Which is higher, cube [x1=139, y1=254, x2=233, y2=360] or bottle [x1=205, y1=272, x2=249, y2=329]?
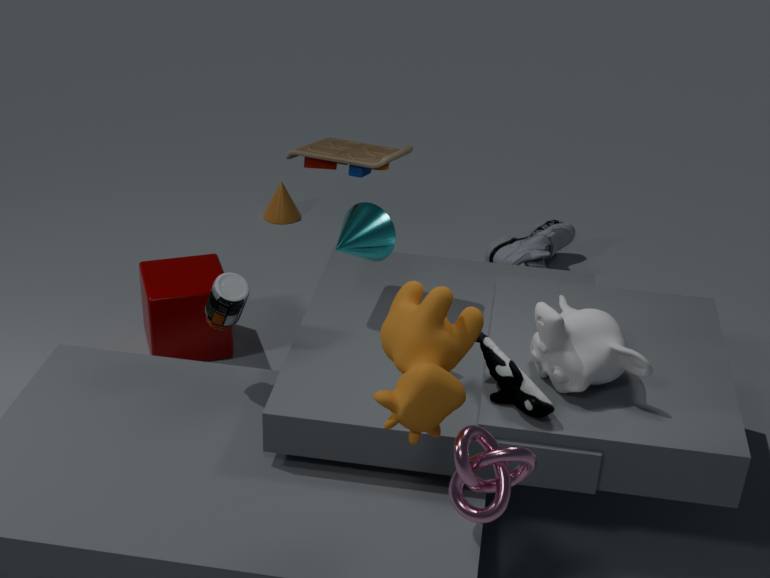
bottle [x1=205, y1=272, x2=249, y2=329]
